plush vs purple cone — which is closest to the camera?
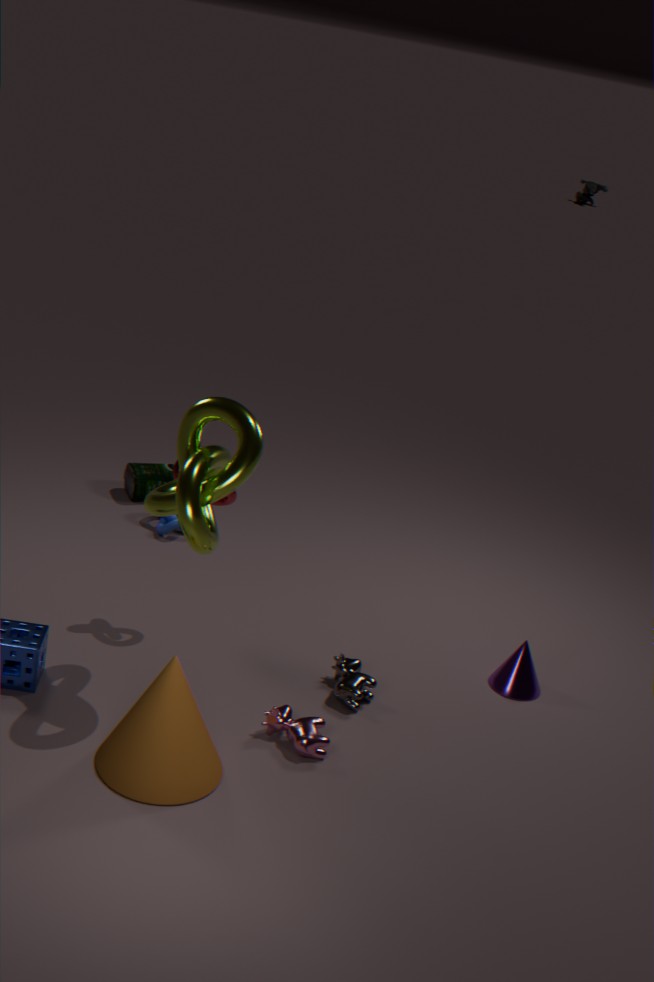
purple cone
